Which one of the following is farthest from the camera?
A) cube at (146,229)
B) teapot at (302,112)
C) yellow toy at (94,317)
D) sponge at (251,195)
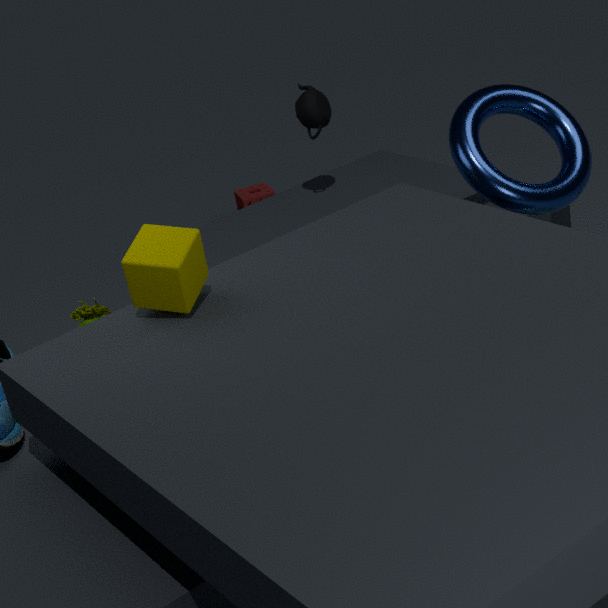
sponge at (251,195)
